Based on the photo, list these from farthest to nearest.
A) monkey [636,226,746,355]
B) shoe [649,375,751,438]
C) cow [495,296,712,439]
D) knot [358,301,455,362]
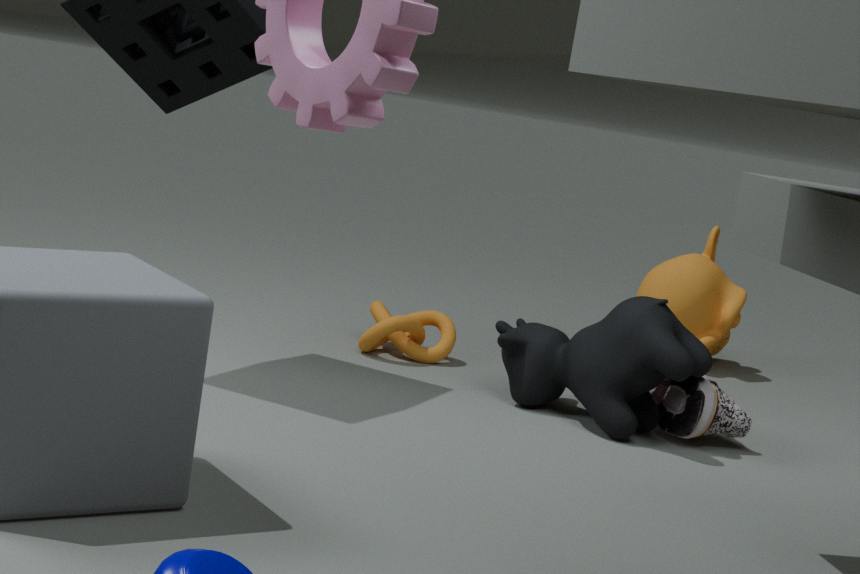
monkey [636,226,746,355]
knot [358,301,455,362]
shoe [649,375,751,438]
cow [495,296,712,439]
